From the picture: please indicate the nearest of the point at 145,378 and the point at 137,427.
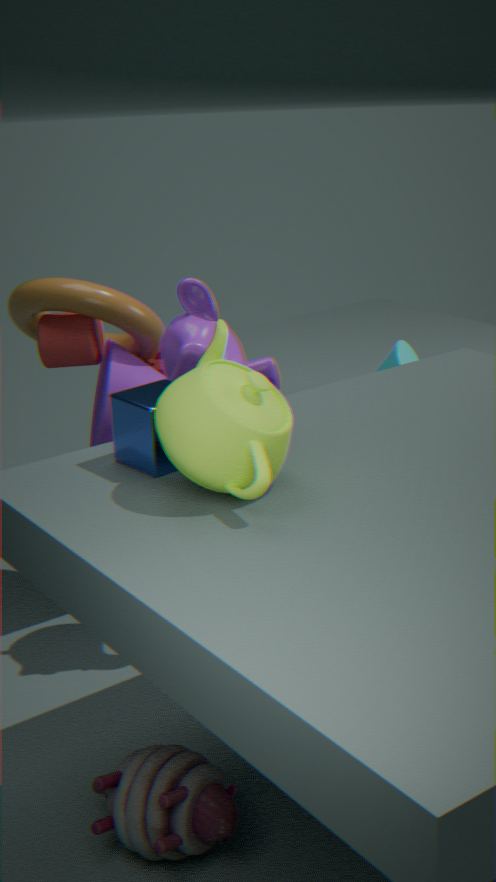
the point at 137,427
